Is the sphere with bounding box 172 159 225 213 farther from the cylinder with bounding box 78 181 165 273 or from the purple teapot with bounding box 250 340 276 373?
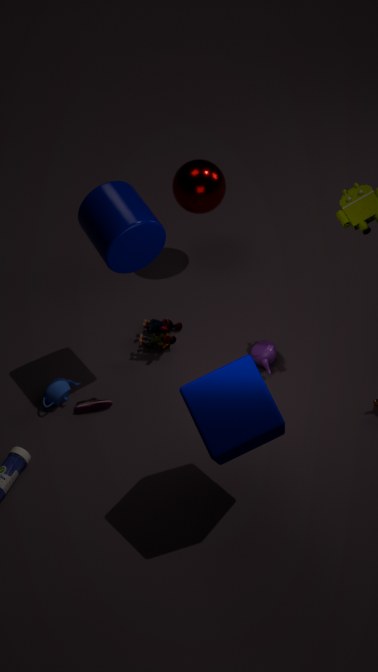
the purple teapot with bounding box 250 340 276 373
